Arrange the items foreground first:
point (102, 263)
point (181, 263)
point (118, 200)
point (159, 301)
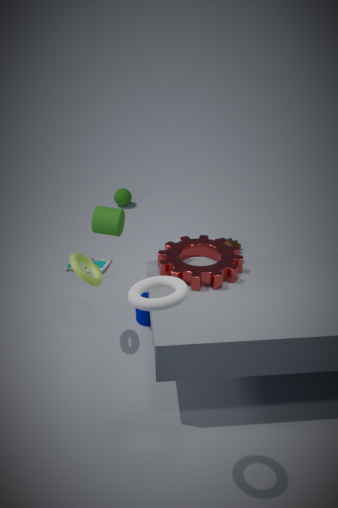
point (159, 301) < point (181, 263) < point (102, 263) < point (118, 200)
